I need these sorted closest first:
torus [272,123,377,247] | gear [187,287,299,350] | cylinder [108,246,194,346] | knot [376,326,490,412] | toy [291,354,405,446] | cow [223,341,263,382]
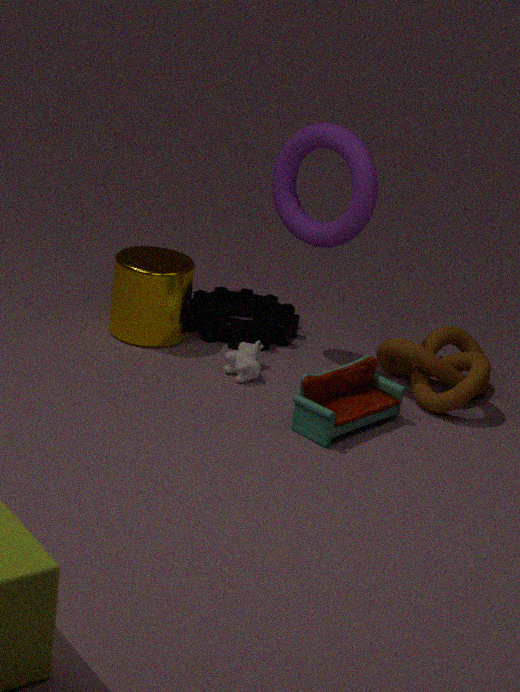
toy [291,354,405,446], knot [376,326,490,412], torus [272,123,377,247], cow [223,341,263,382], cylinder [108,246,194,346], gear [187,287,299,350]
